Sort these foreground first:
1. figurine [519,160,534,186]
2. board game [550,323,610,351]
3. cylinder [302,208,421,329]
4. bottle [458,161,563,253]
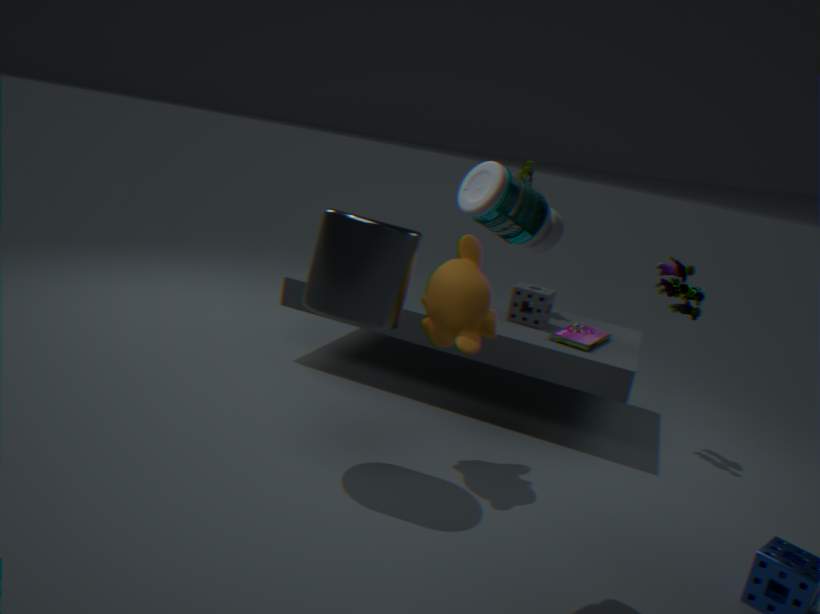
1. bottle [458,161,563,253]
2. cylinder [302,208,421,329]
3. board game [550,323,610,351]
4. figurine [519,160,534,186]
